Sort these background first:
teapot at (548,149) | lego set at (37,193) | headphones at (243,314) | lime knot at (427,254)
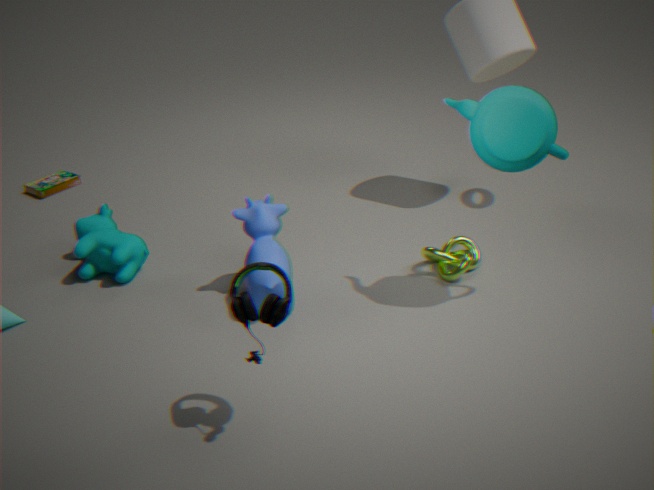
lego set at (37,193) → lime knot at (427,254) → teapot at (548,149) → headphones at (243,314)
